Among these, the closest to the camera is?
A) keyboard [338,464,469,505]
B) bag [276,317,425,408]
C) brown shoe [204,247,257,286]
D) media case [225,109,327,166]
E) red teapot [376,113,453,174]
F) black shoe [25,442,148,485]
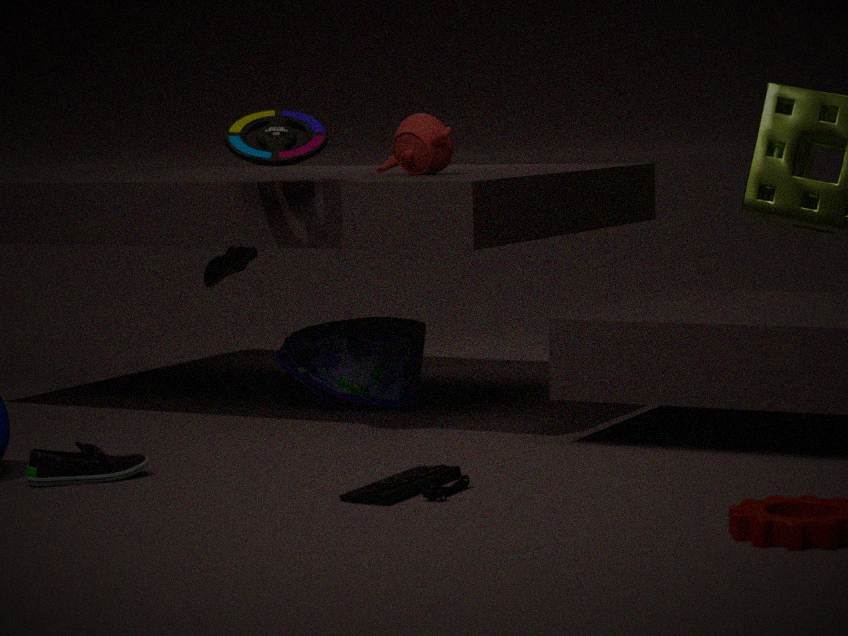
keyboard [338,464,469,505]
